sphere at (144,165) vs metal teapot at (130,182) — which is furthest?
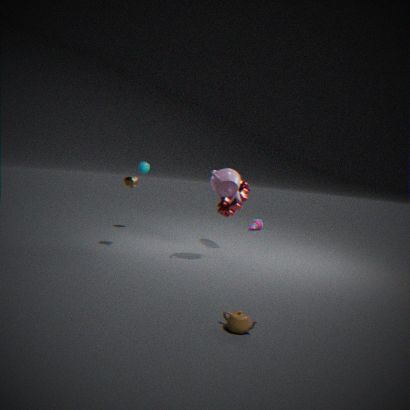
sphere at (144,165)
